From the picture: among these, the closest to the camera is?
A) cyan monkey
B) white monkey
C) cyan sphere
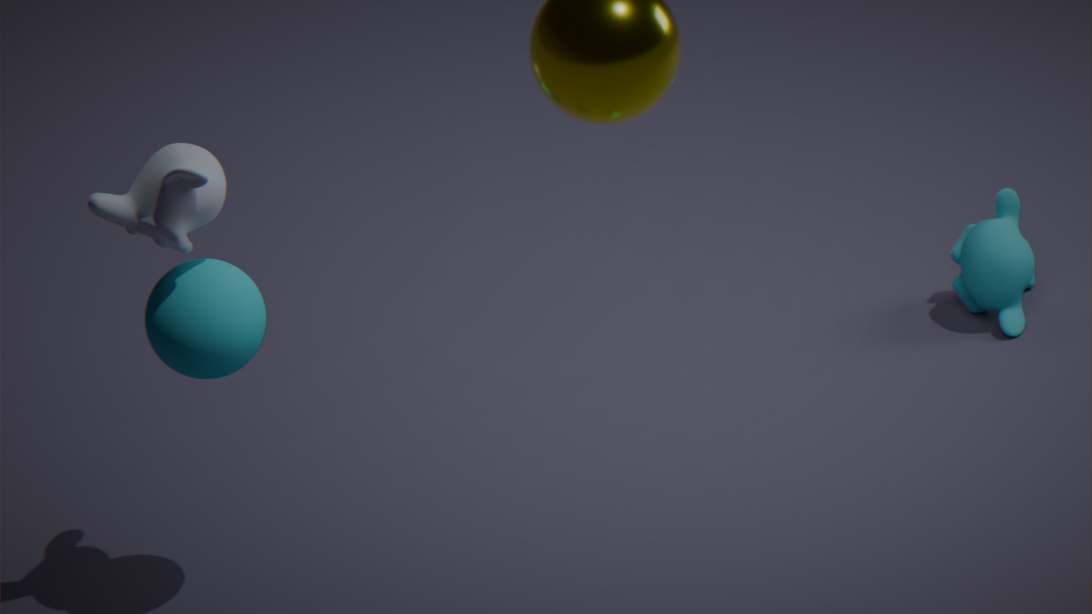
white monkey
